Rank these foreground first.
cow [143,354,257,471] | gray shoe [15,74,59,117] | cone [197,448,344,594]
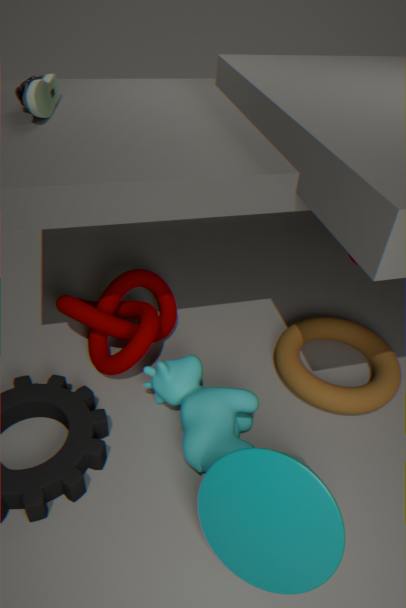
cone [197,448,344,594]
cow [143,354,257,471]
gray shoe [15,74,59,117]
